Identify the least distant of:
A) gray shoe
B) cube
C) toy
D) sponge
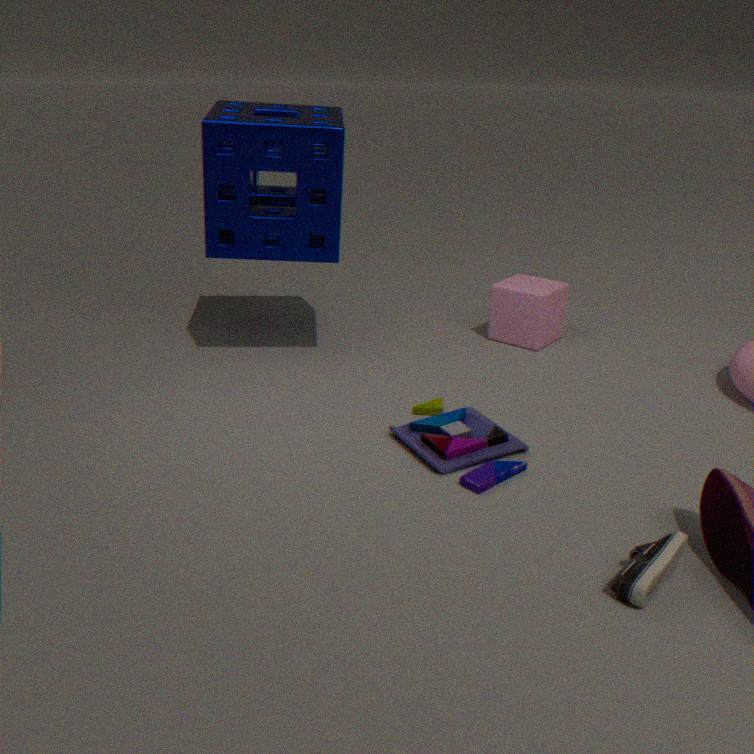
gray shoe
